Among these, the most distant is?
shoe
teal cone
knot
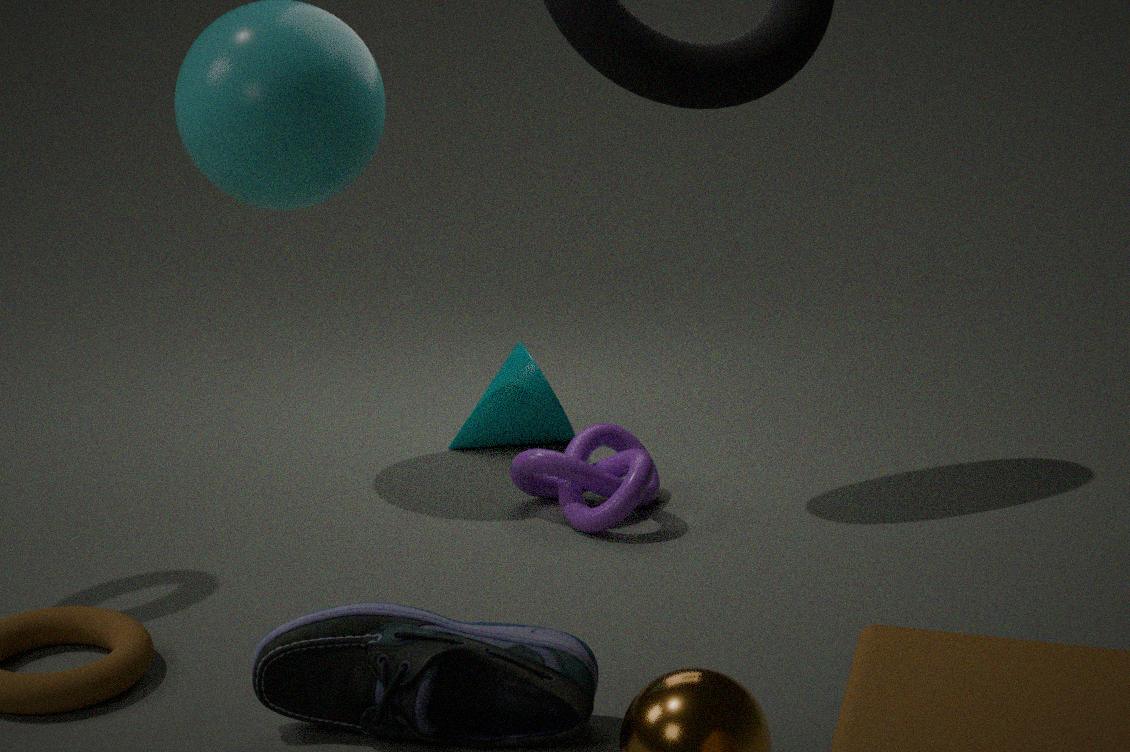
teal cone
